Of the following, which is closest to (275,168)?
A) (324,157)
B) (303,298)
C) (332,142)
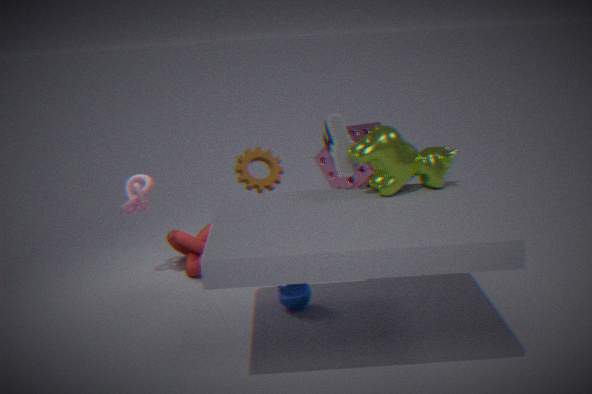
(332,142)
